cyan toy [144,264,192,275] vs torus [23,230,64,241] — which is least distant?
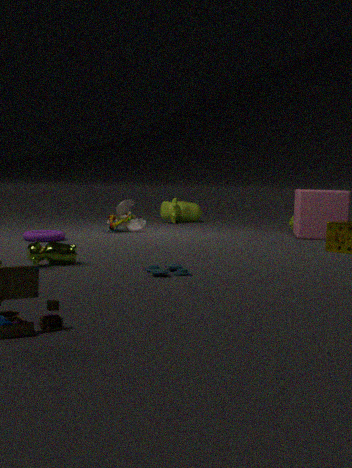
cyan toy [144,264,192,275]
